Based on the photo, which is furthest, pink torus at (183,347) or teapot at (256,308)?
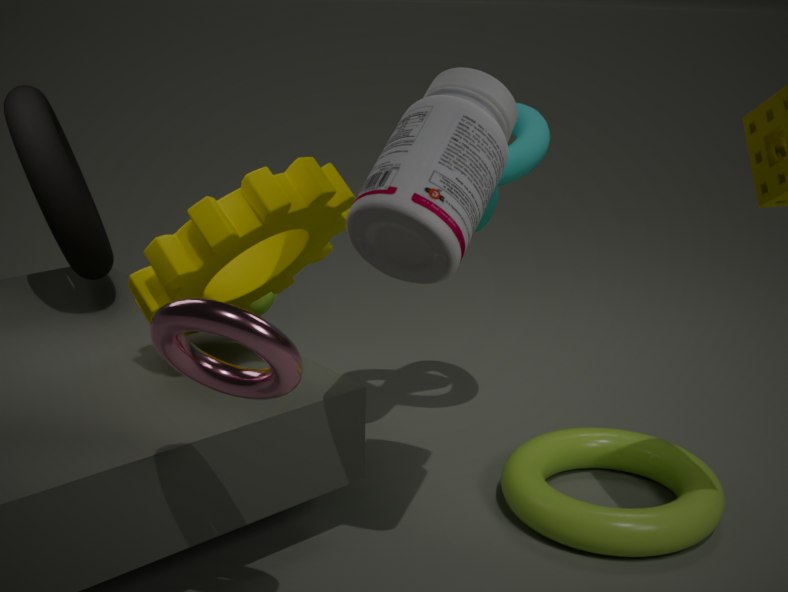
teapot at (256,308)
